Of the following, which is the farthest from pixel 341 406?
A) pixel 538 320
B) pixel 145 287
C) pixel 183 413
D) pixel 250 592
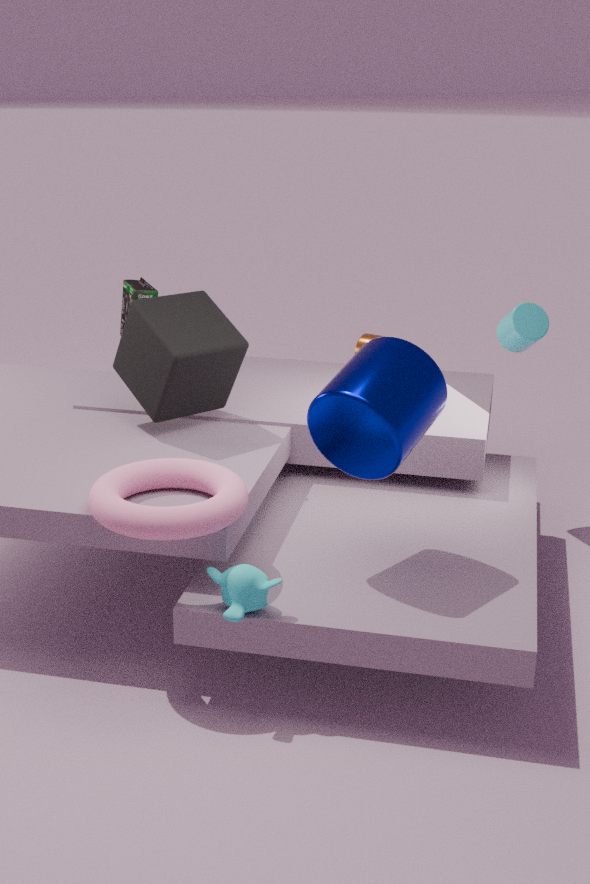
pixel 145 287
